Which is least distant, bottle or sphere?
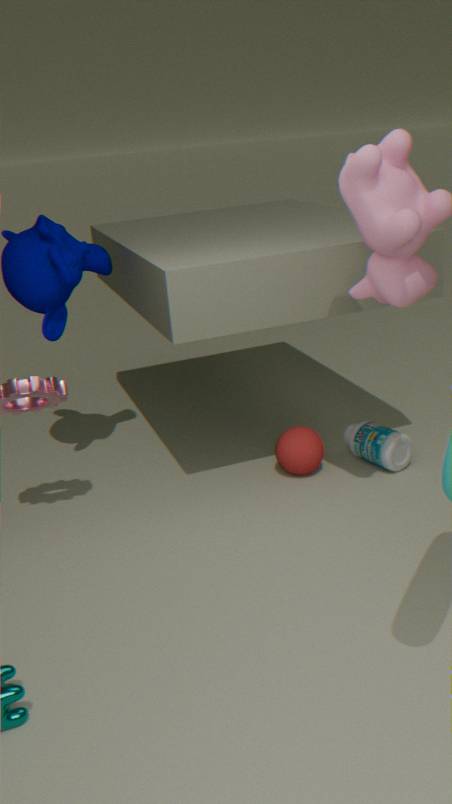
bottle
